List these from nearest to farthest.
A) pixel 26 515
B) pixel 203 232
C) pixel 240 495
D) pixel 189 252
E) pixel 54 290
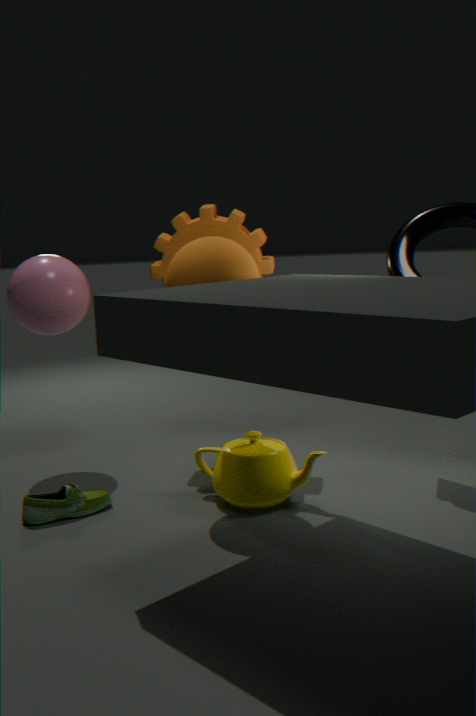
pixel 26 515
pixel 189 252
pixel 240 495
pixel 54 290
pixel 203 232
